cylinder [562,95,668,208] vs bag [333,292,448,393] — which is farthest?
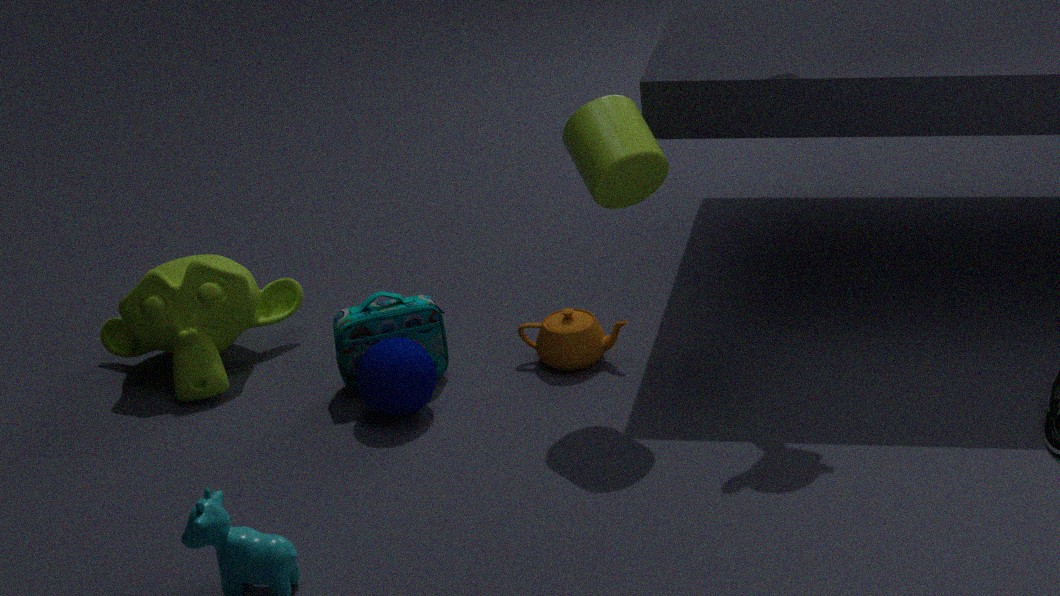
bag [333,292,448,393]
